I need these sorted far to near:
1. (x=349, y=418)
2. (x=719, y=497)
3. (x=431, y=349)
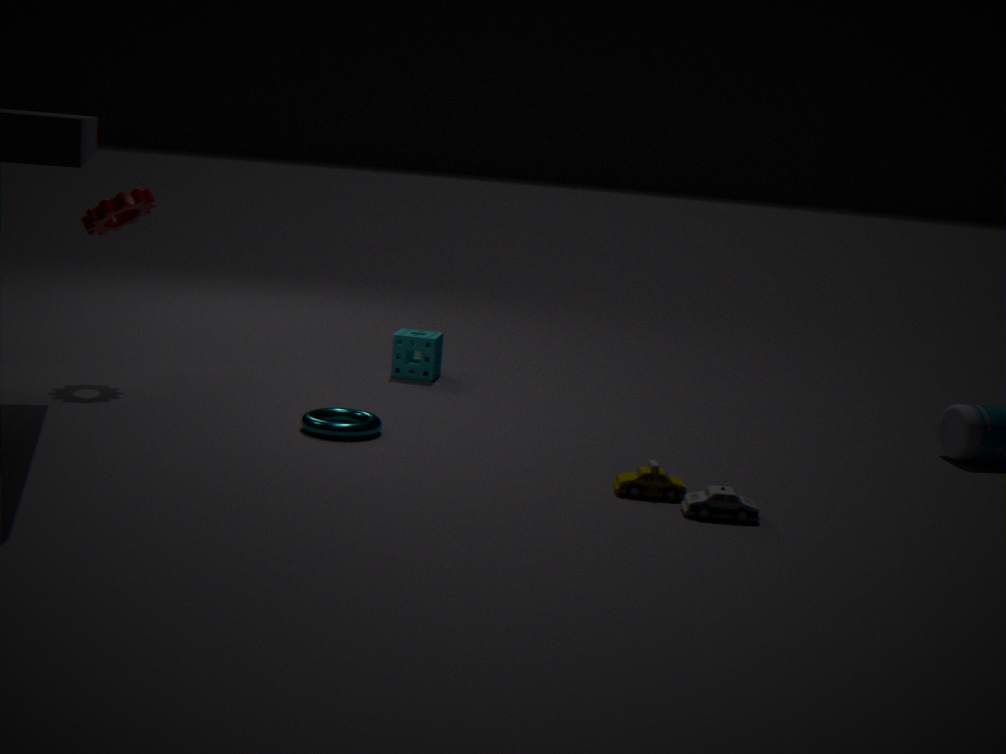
(x=431, y=349) < (x=349, y=418) < (x=719, y=497)
